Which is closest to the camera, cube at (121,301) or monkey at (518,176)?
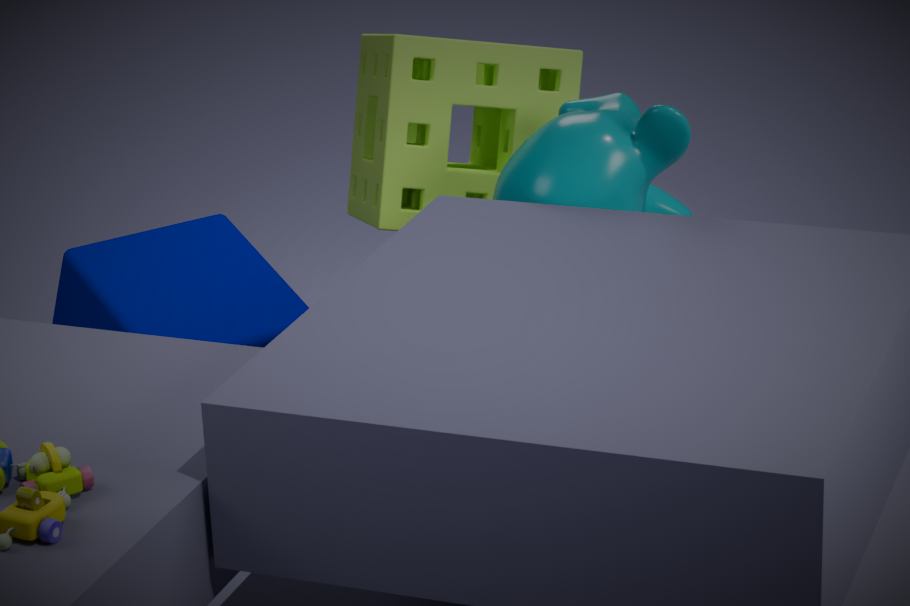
monkey at (518,176)
